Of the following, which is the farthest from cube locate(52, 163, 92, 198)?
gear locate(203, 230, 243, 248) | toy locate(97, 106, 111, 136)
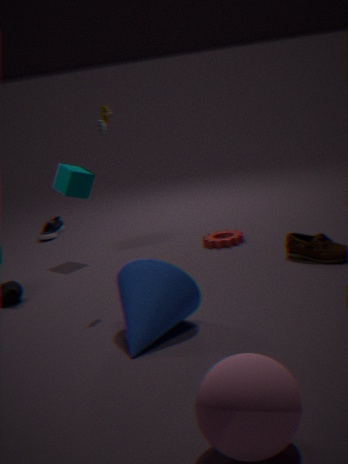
toy locate(97, 106, 111, 136)
